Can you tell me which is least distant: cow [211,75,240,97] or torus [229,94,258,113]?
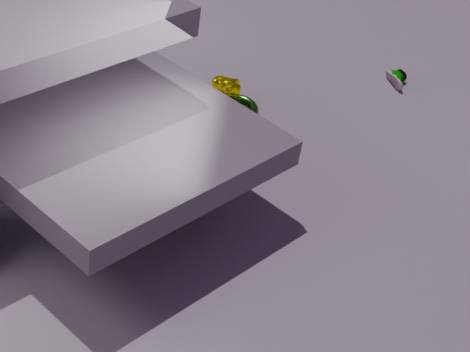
torus [229,94,258,113]
